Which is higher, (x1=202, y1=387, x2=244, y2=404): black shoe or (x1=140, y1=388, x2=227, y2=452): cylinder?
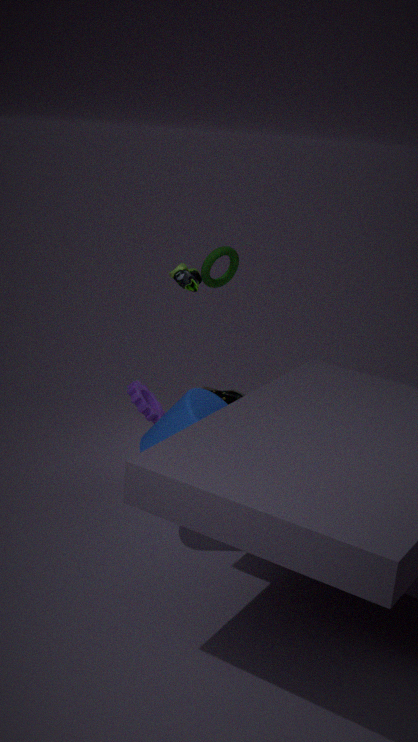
(x1=140, y1=388, x2=227, y2=452): cylinder
